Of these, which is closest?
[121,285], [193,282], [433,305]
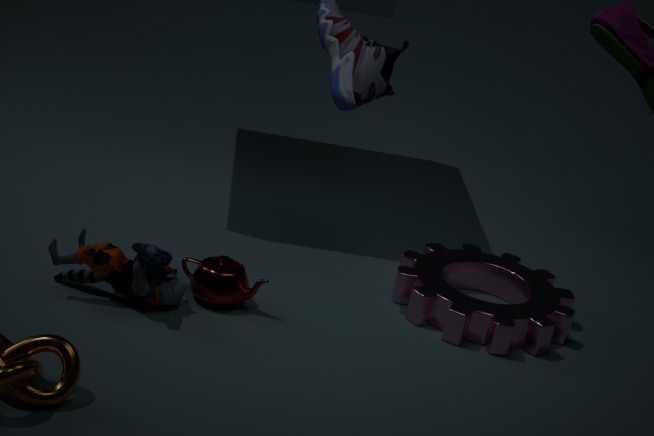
[121,285]
